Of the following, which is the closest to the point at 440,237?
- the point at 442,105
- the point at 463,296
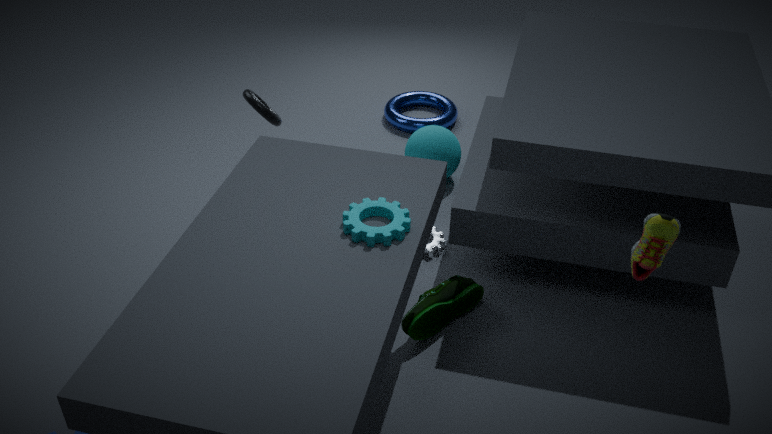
the point at 463,296
